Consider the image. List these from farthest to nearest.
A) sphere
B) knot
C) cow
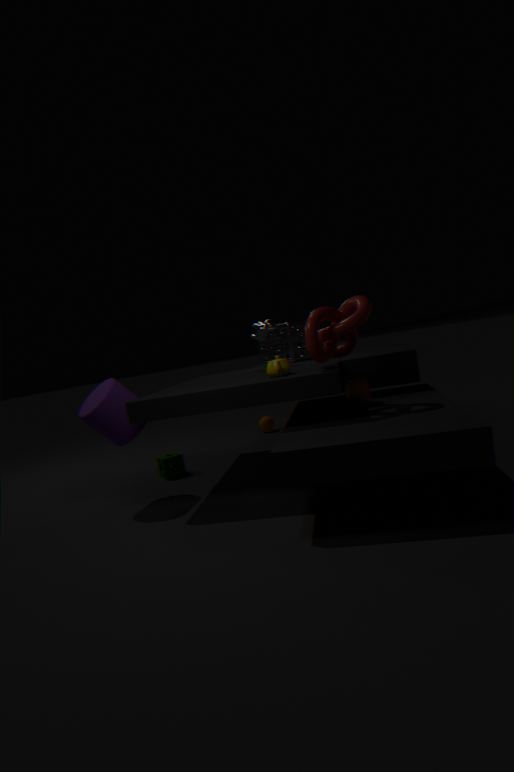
sphere → cow → knot
